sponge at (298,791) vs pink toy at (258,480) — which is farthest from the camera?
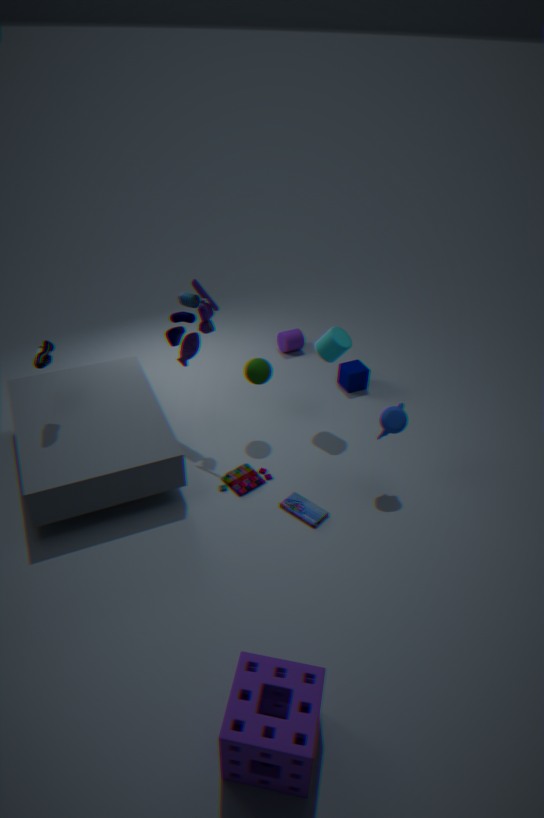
pink toy at (258,480)
